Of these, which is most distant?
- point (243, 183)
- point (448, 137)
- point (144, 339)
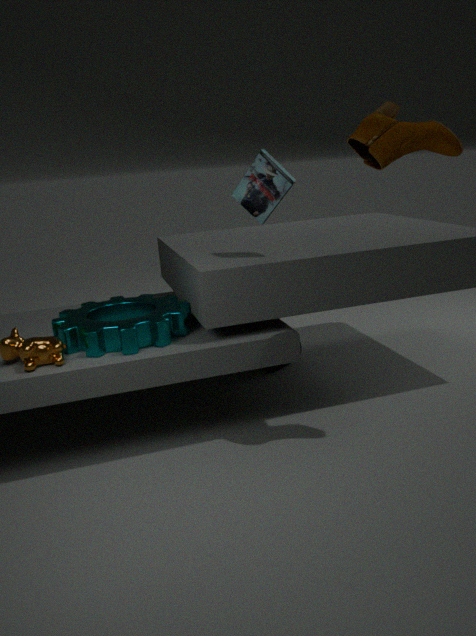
point (243, 183)
